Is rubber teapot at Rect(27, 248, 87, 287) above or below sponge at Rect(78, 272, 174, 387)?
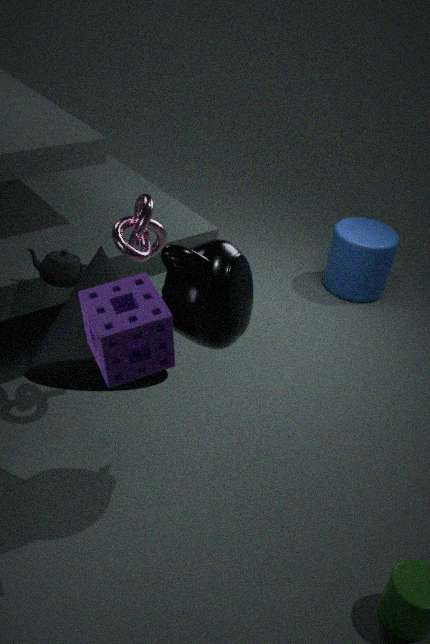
below
